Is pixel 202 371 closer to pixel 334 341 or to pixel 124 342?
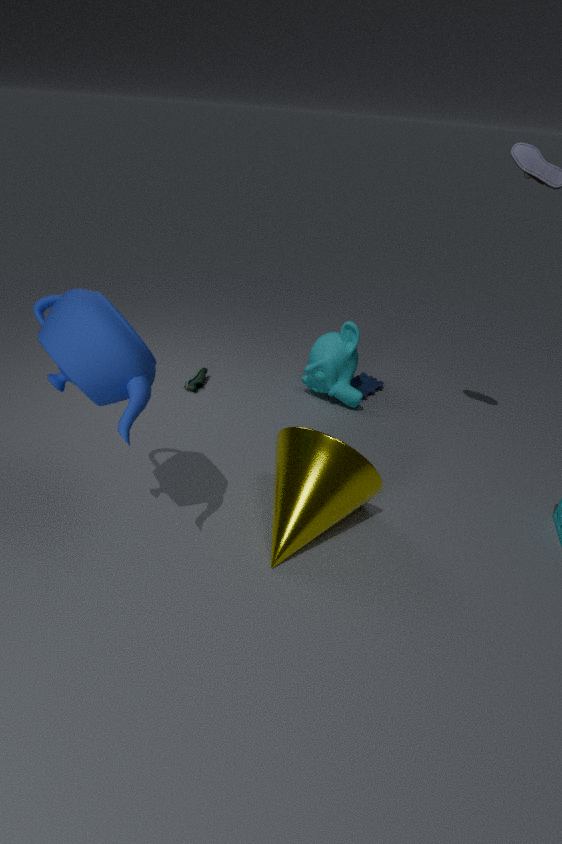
pixel 334 341
